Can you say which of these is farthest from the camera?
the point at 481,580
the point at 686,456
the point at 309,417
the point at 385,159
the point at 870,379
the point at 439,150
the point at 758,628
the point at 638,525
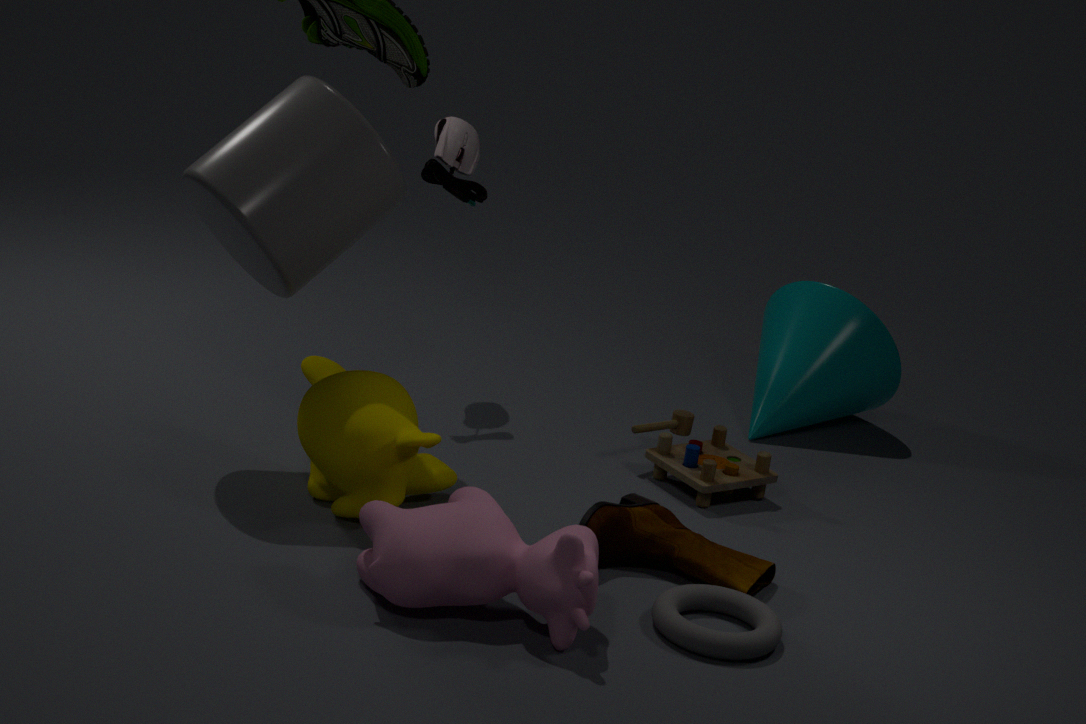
the point at 870,379
